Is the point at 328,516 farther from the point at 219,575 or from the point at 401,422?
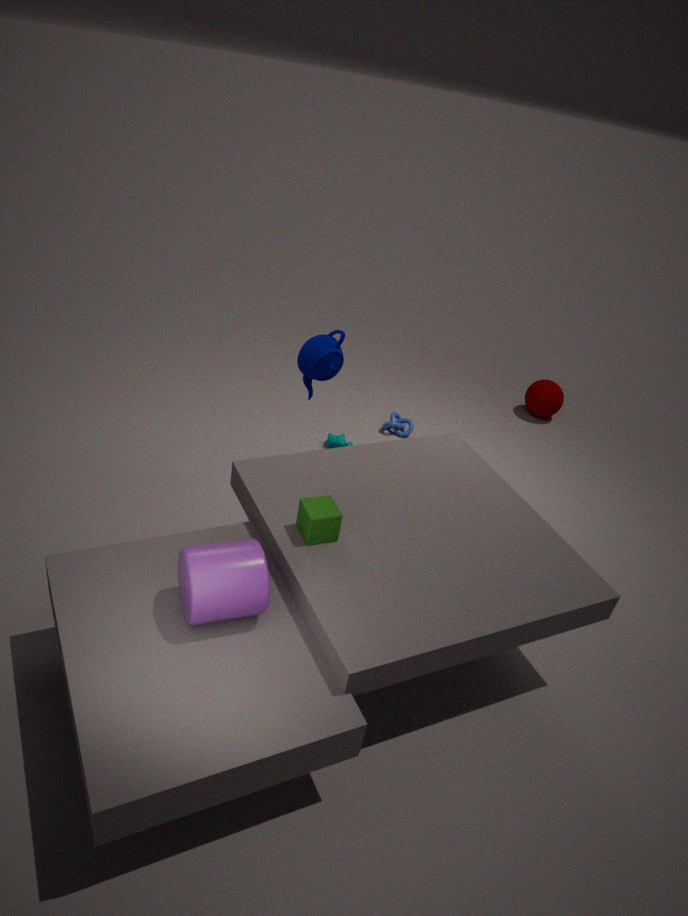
the point at 401,422
